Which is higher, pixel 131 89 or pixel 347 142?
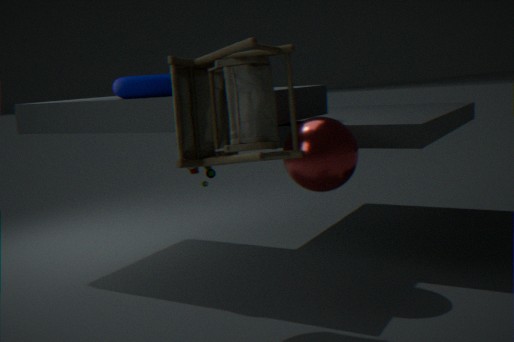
pixel 131 89
